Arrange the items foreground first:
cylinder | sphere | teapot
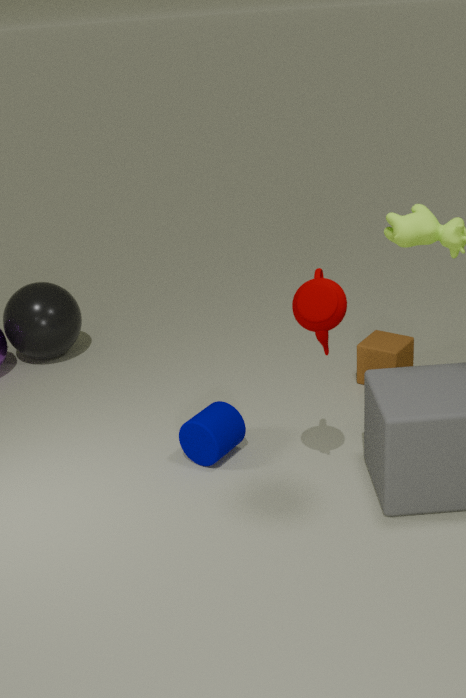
teapot < cylinder < sphere
